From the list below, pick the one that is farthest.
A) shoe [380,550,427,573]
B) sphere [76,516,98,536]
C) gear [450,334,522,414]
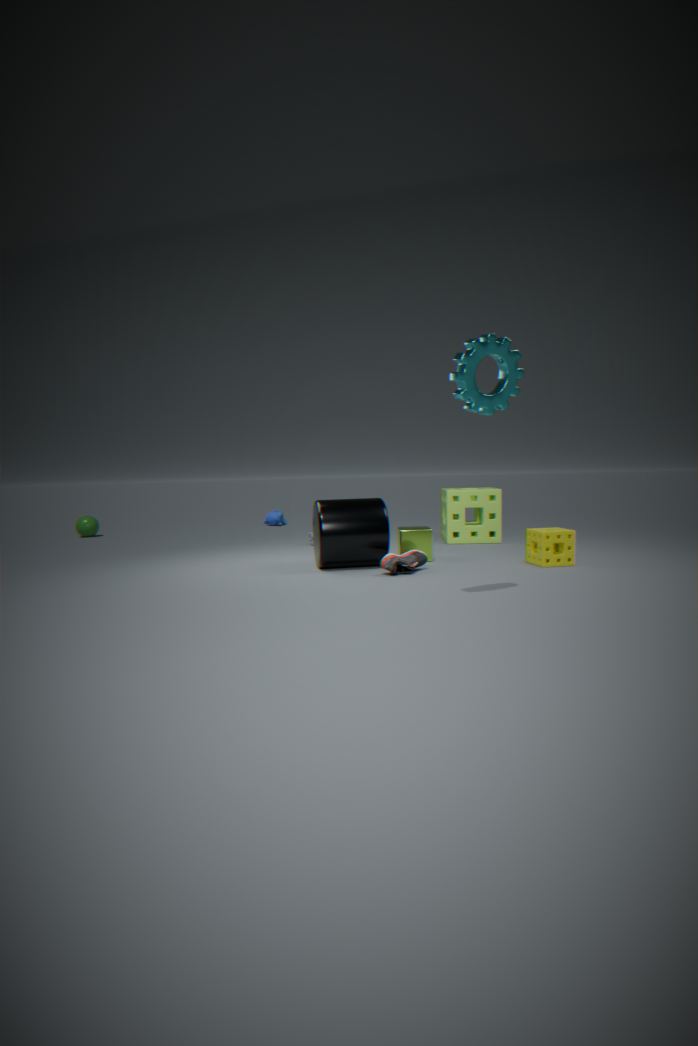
sphere [76,516,98,536]
